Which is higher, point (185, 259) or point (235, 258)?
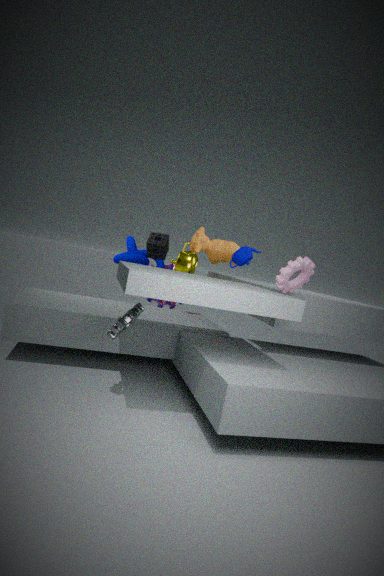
point (235, 258)
